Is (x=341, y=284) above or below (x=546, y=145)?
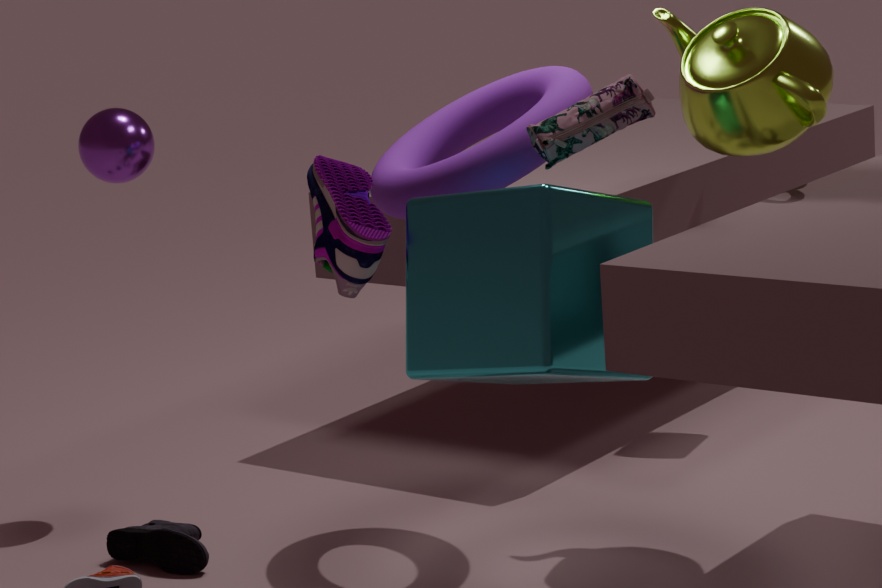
below
